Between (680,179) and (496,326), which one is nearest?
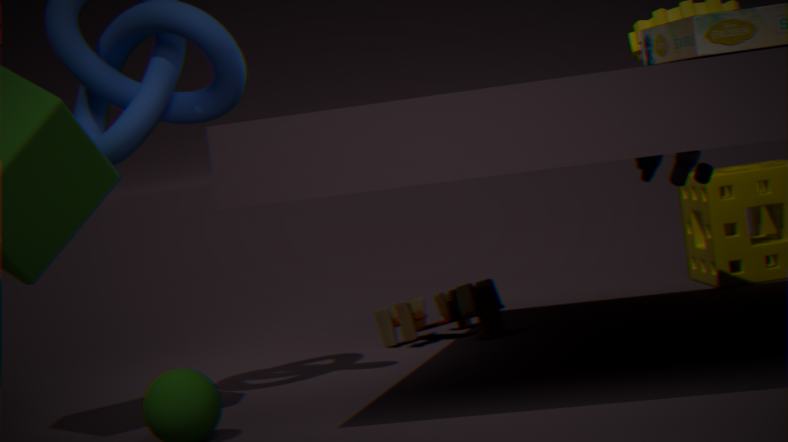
(680,179)
